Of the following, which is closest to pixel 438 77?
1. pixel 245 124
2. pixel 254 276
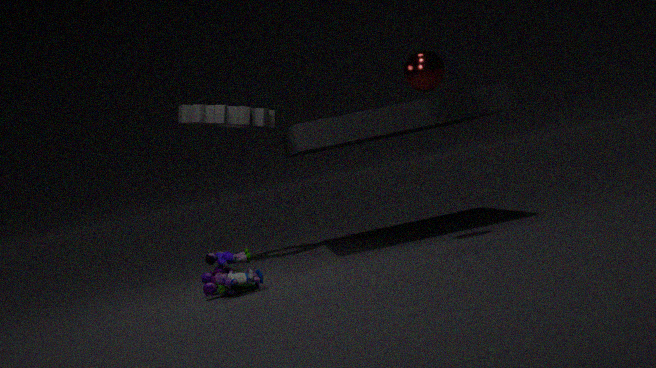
pixel 254 276
